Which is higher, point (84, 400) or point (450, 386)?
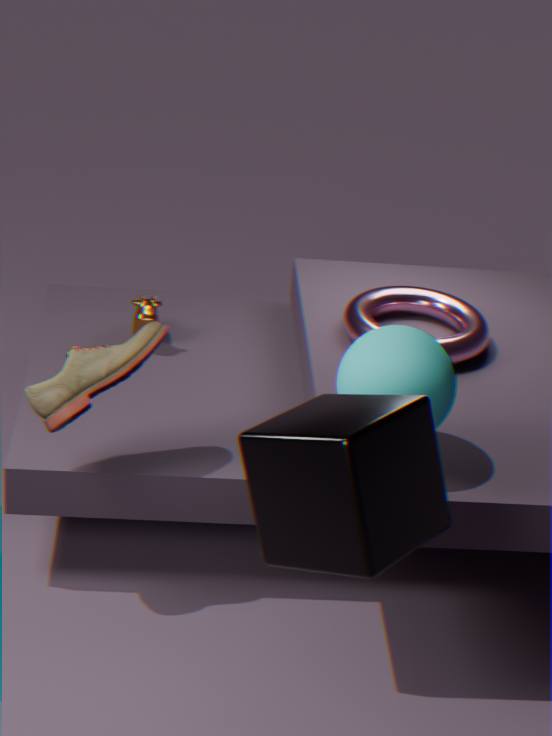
point (450, 386)
